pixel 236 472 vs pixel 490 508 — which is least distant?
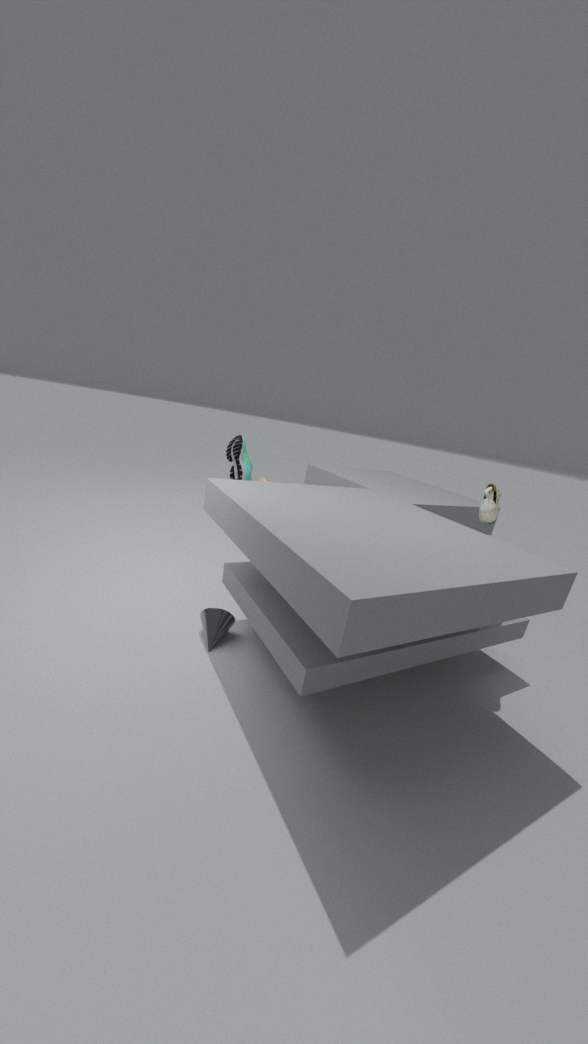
pixel 490 508
